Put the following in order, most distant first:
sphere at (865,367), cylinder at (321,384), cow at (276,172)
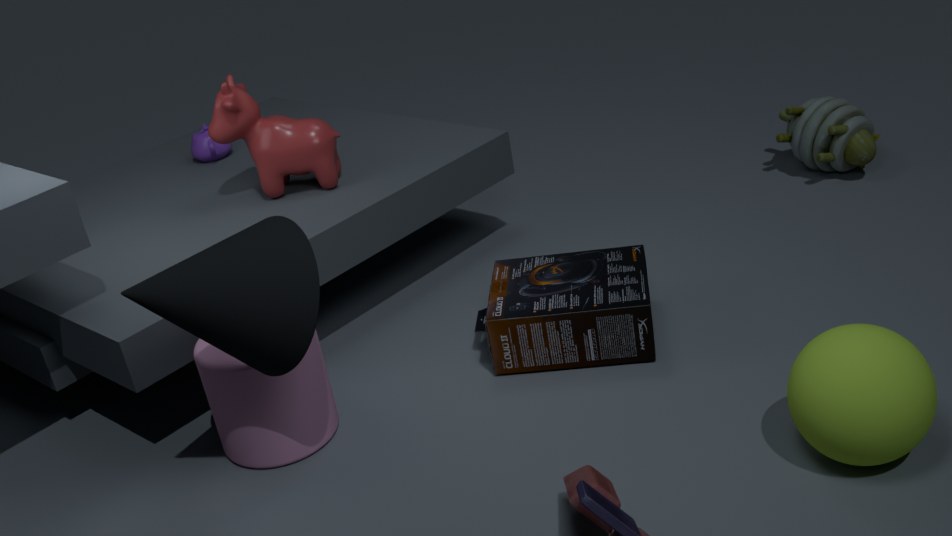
cow at (276,172) → cylinder at (321,384) → sphere at (865,367)
